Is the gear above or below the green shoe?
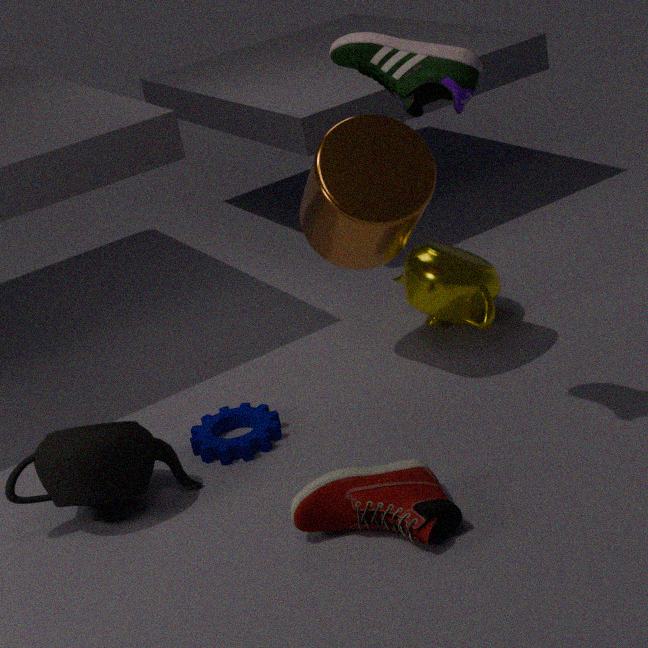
below
